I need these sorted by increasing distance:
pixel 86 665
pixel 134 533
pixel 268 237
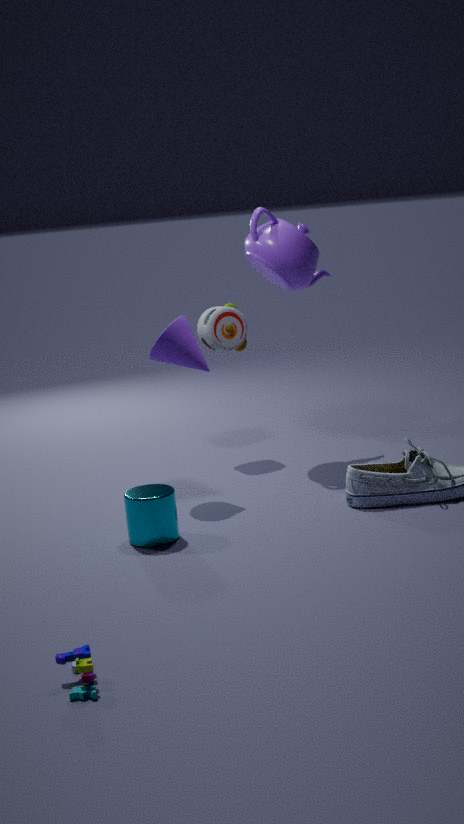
pixel 86 665 → pixel 134 533 → pixel 268 237
